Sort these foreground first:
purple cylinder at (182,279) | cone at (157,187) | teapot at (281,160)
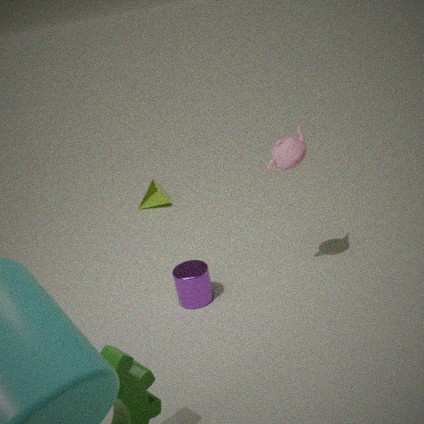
teapot at (281,160), purple cylinder at (182,279), cone at (157,187)
